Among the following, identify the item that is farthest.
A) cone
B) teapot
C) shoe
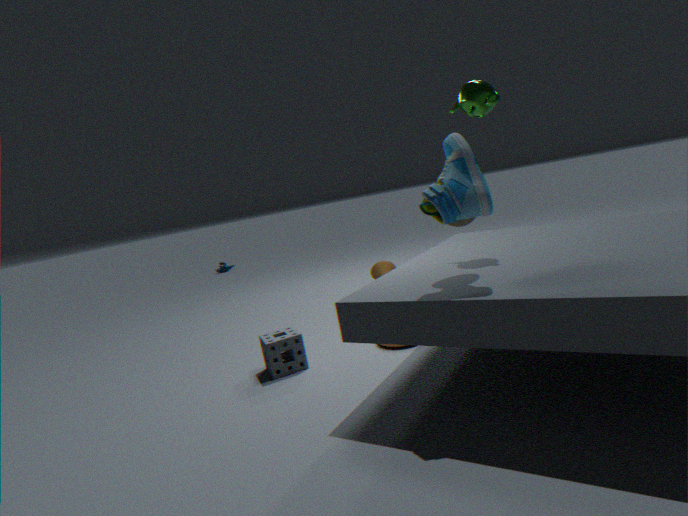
cone
